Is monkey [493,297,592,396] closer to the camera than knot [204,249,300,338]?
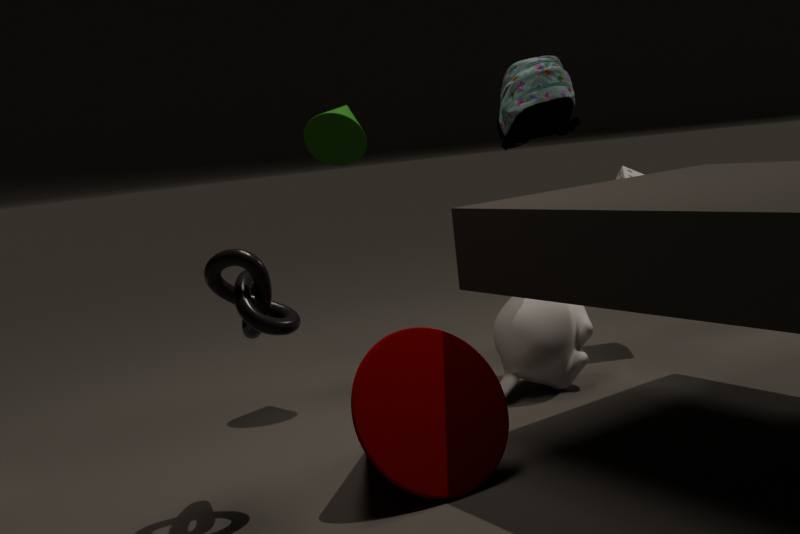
No
